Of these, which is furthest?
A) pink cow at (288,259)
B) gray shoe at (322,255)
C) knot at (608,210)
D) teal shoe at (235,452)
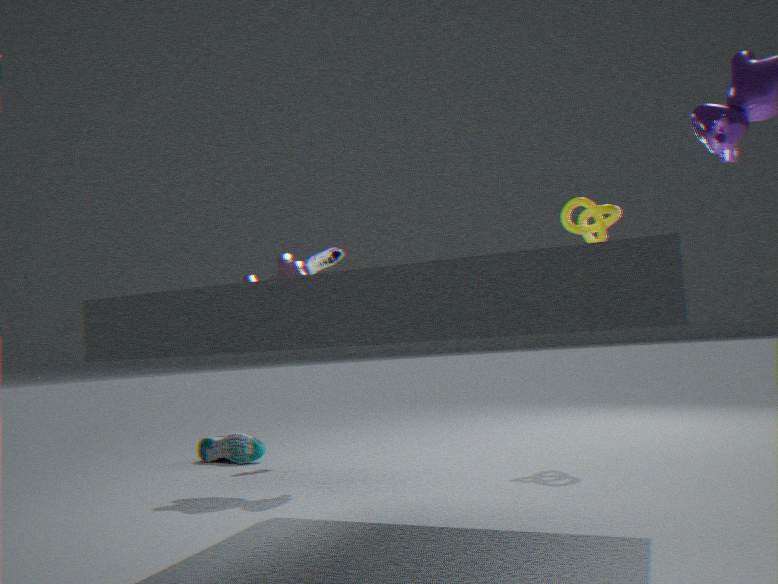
gray shoe at (322,255)
